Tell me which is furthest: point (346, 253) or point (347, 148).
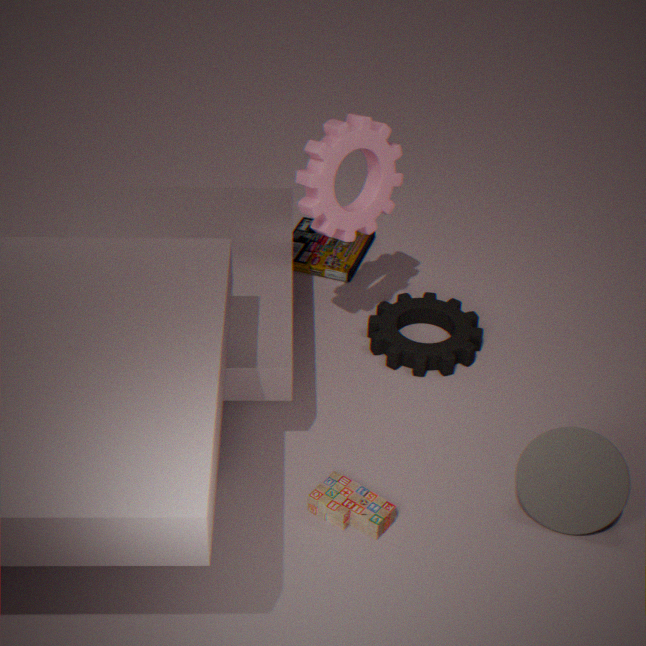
point (346, 253)
